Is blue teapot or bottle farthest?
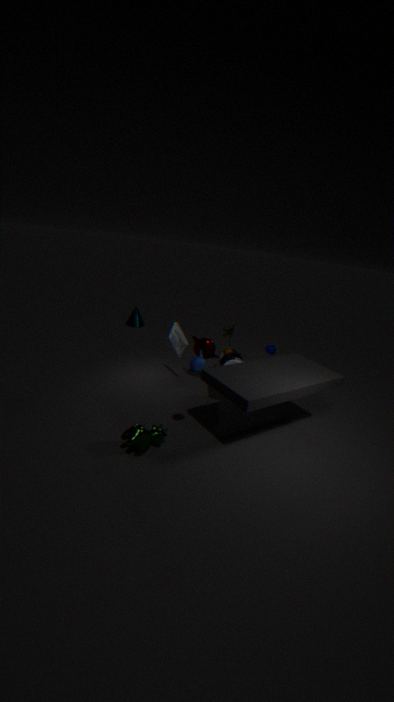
bottle
